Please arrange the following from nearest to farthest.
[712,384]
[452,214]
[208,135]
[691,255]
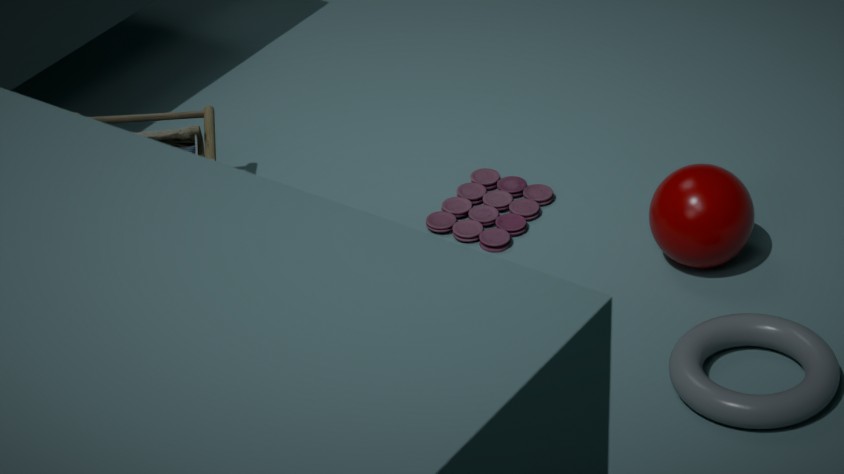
[712,384] < [691,255] < [452,214] < [208,135]
